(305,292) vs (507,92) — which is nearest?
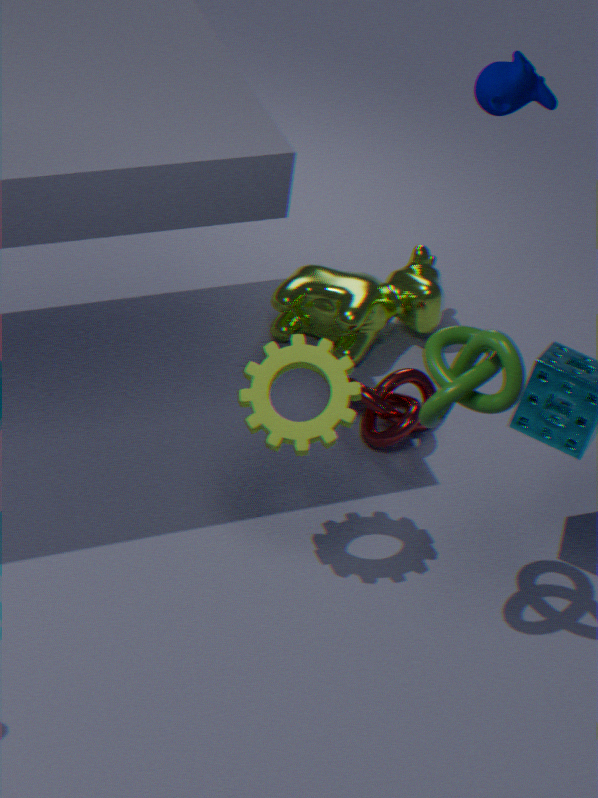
(507,92)
